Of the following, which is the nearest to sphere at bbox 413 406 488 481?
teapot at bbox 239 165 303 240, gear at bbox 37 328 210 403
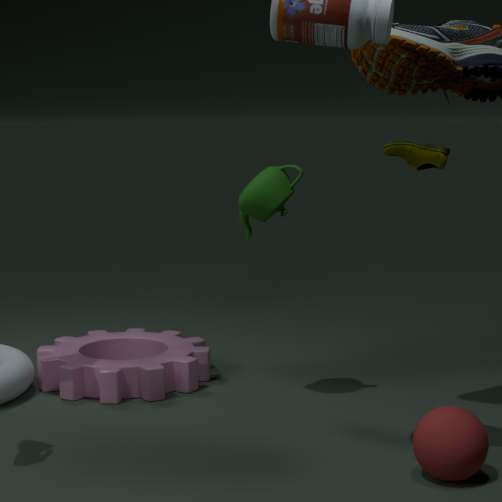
teapot at bbox 239 165 303 240
